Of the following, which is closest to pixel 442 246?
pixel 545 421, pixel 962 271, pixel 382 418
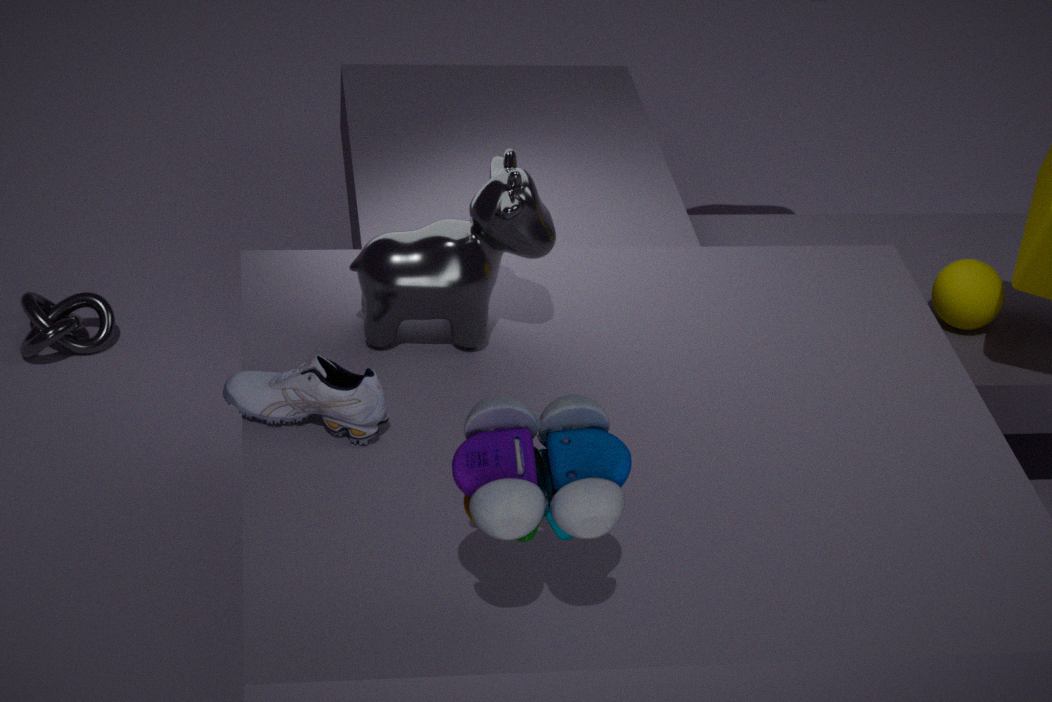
pixel 382 418
